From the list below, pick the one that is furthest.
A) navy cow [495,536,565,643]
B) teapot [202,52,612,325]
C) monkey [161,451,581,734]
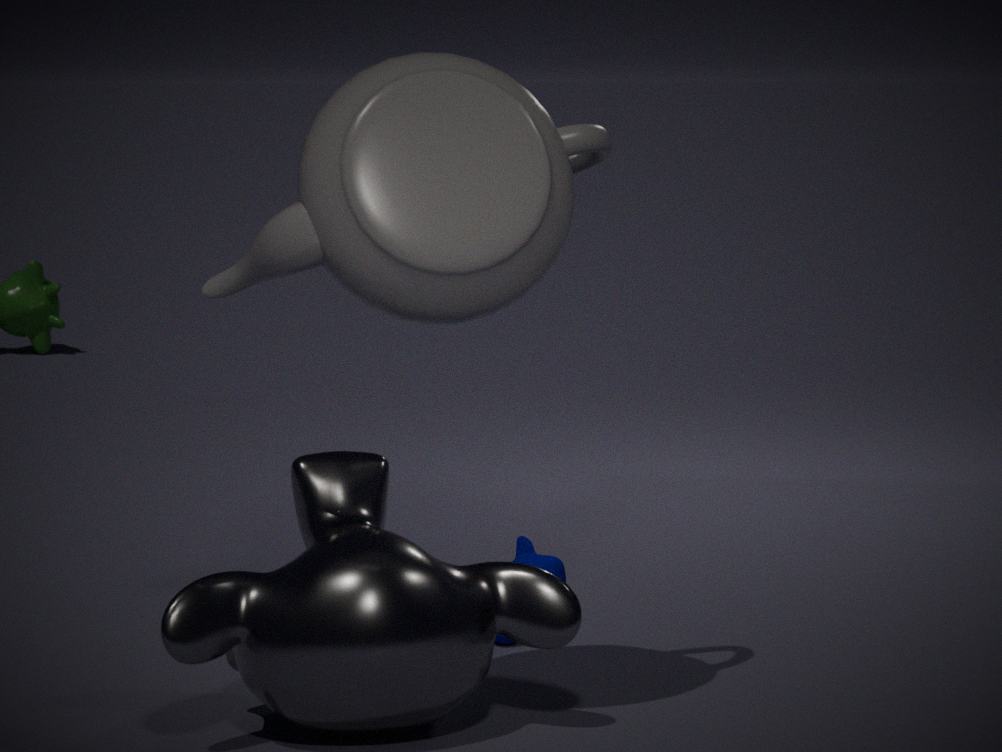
navy cow [495,536,565,643]
